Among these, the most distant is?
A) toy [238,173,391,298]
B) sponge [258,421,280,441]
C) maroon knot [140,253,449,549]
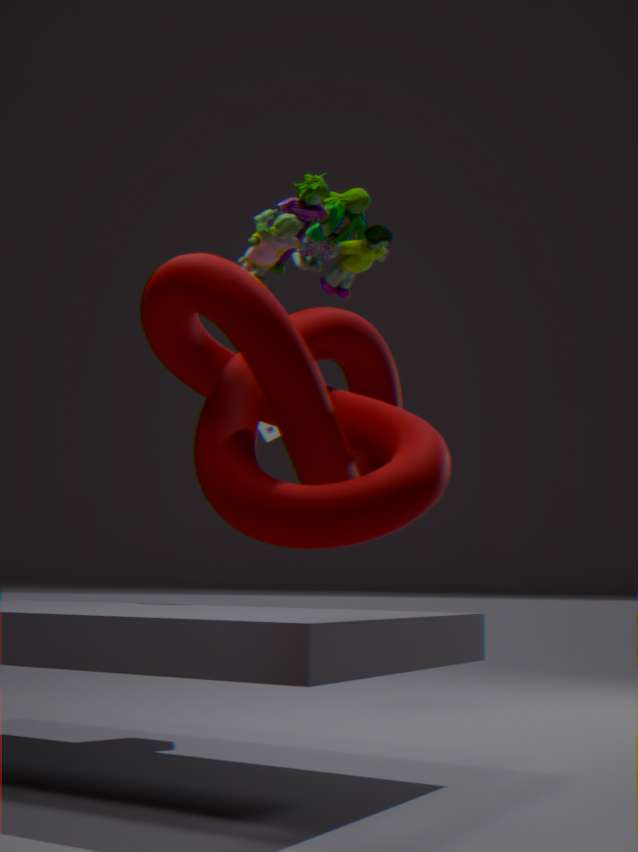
sponge [258,421,280,441]
